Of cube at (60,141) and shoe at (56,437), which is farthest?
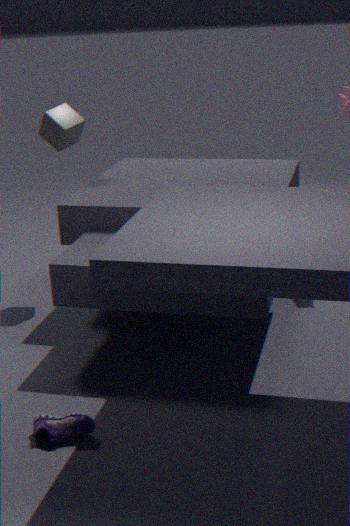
cube at (60,141)
